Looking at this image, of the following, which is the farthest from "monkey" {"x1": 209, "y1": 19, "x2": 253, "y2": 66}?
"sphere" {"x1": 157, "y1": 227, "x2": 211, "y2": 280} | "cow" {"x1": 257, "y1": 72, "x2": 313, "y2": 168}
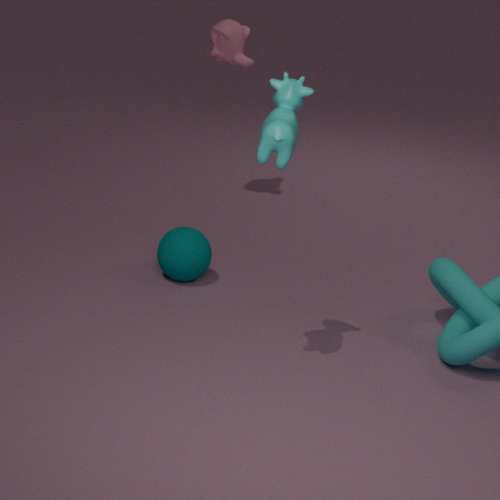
"cow" {"x1": 257, "y1": 72, "x2": 313, "y2": 168}
